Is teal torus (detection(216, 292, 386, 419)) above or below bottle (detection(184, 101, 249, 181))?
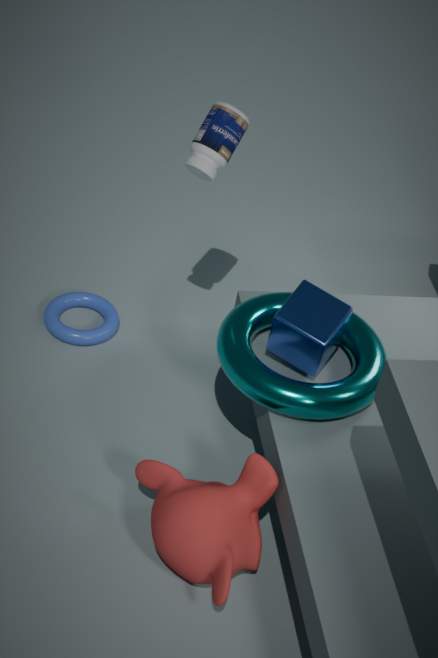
below
